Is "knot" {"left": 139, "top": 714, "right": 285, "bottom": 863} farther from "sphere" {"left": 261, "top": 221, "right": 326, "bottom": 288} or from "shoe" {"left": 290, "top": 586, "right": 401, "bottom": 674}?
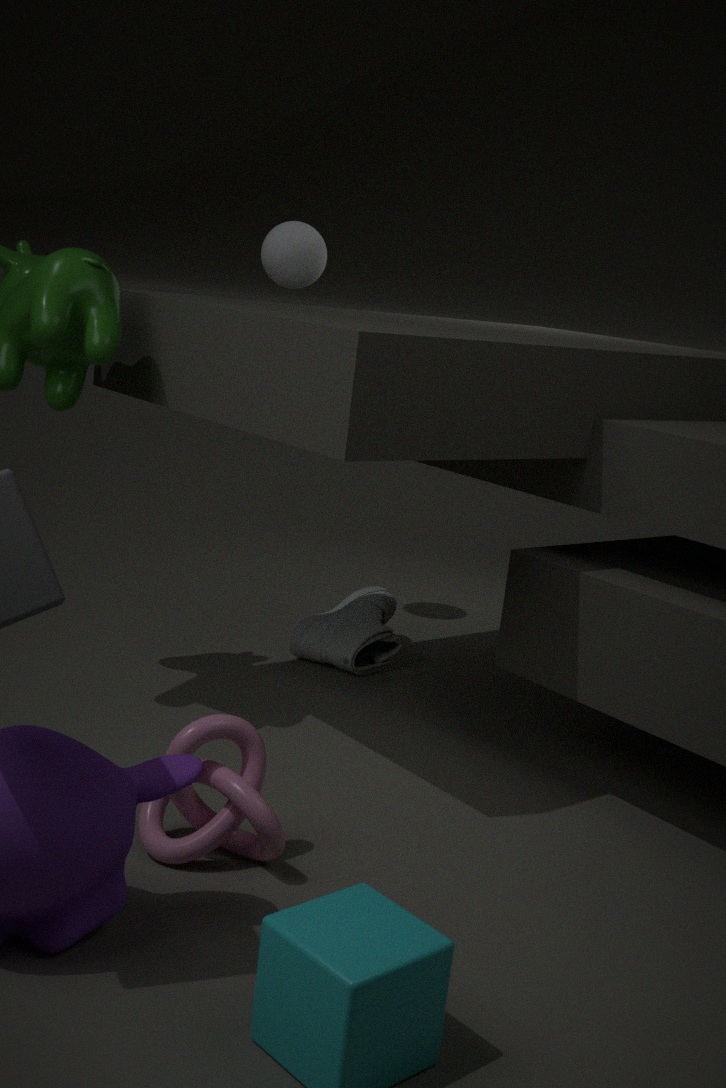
"sphere" {"left": 261, "top": 221, "right": 326, "bottom": 288}
